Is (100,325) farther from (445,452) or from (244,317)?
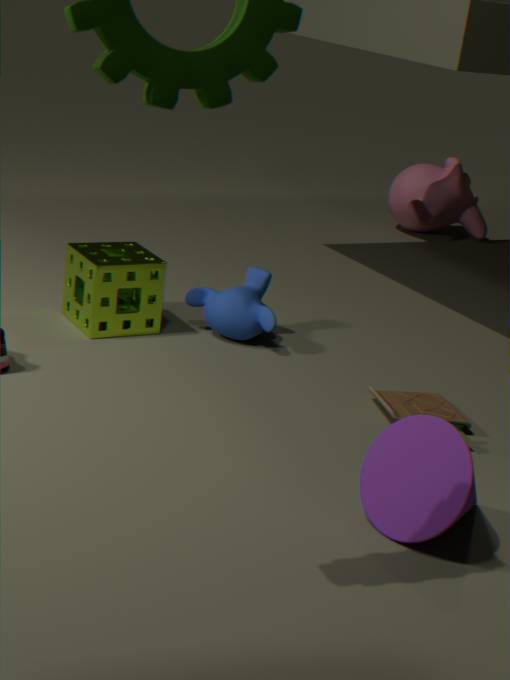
(445,452)
